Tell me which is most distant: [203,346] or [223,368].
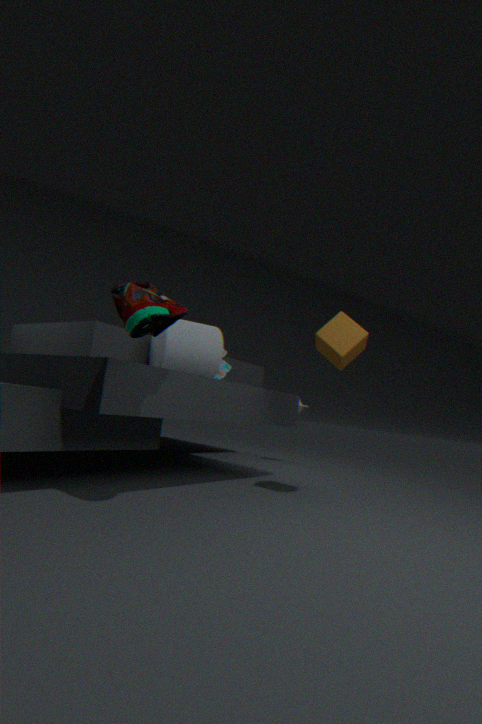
[223,368]
